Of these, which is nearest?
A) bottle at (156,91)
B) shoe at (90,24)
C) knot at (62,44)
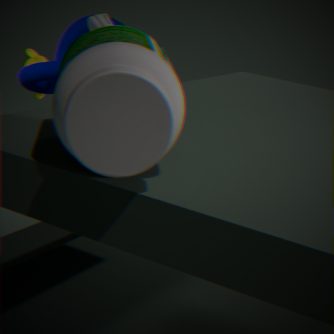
bottle at (156,91)
